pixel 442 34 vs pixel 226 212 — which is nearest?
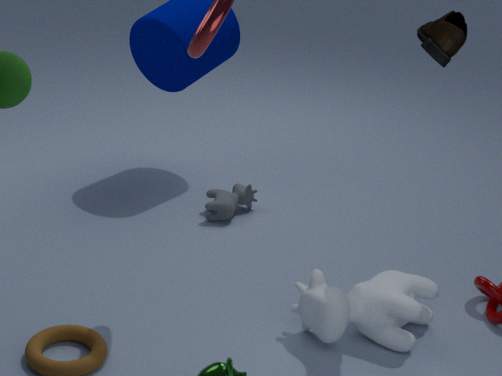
pixel 442 34
